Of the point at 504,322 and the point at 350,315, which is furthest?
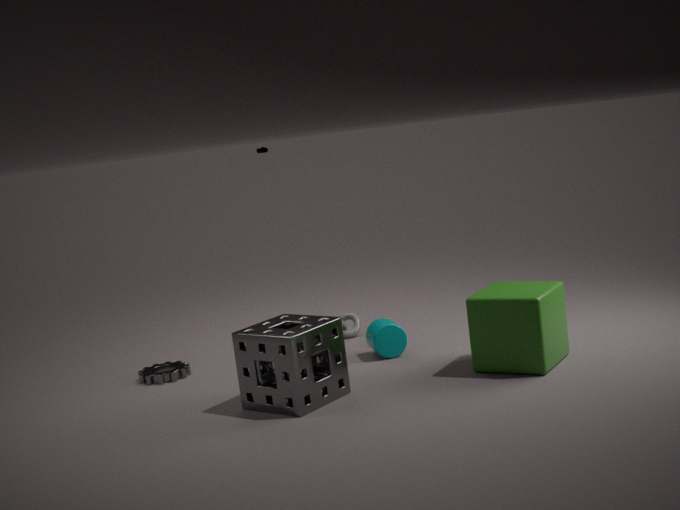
the point at 350,315
